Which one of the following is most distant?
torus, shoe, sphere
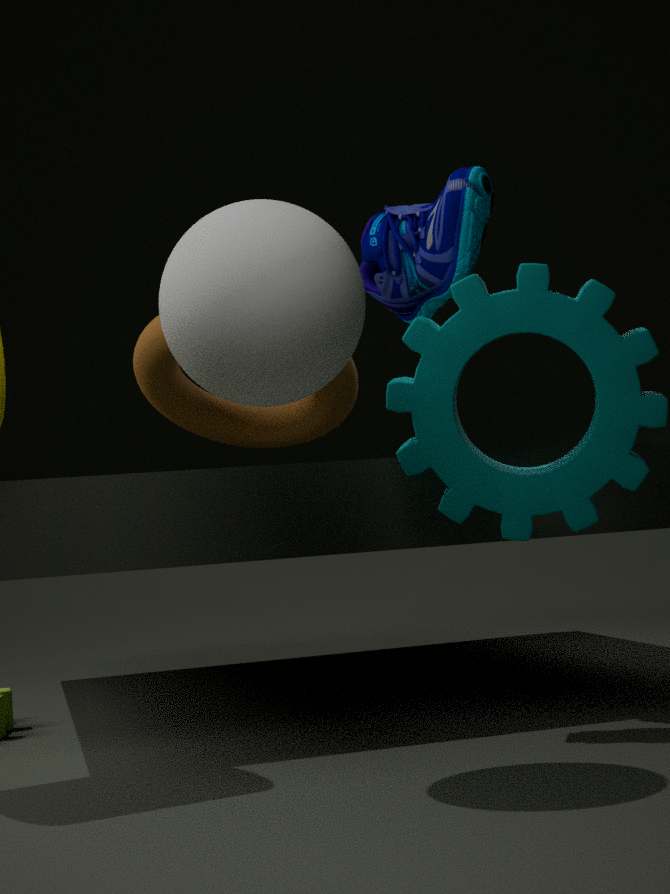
torus
